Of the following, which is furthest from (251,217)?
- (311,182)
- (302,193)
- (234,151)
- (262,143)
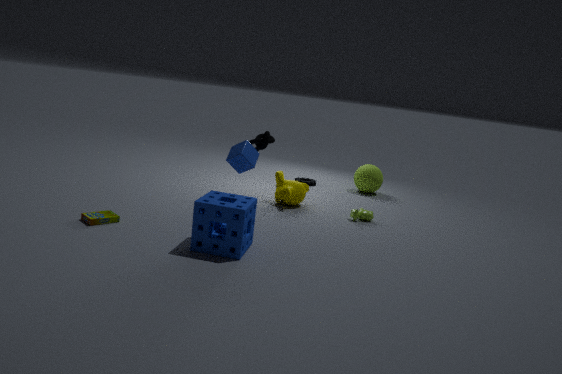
(311,182)
